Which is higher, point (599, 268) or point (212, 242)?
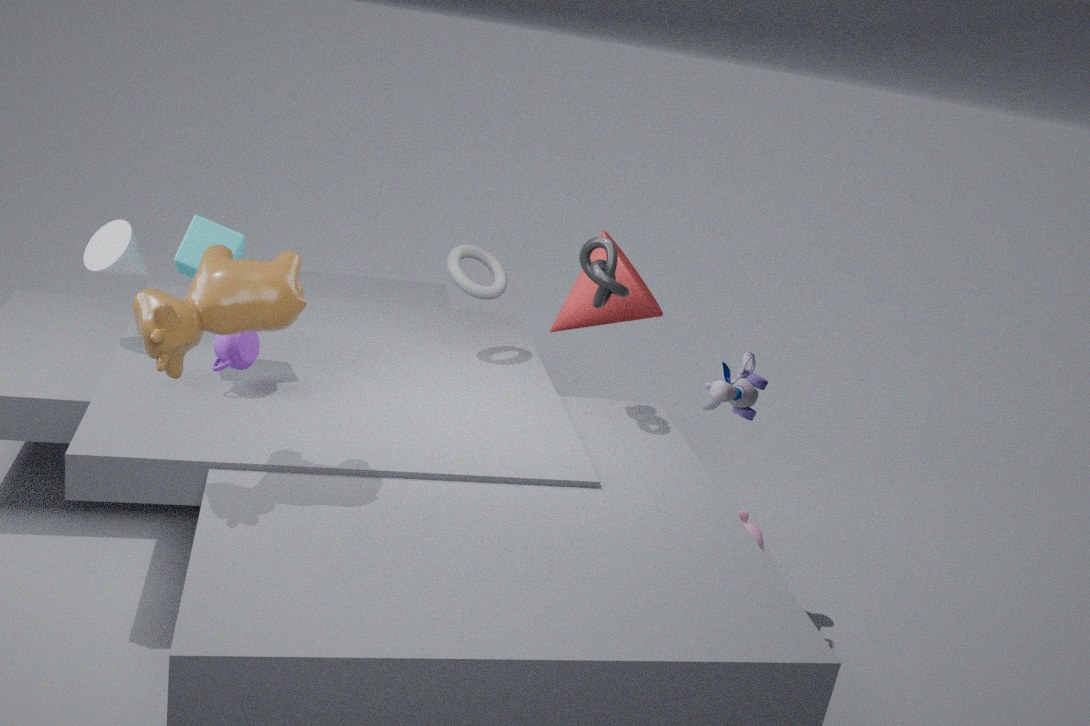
point (599, 268)
